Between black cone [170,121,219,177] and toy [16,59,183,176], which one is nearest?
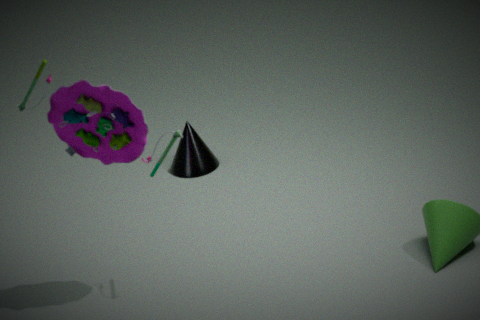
toy [16,59,183,176]
